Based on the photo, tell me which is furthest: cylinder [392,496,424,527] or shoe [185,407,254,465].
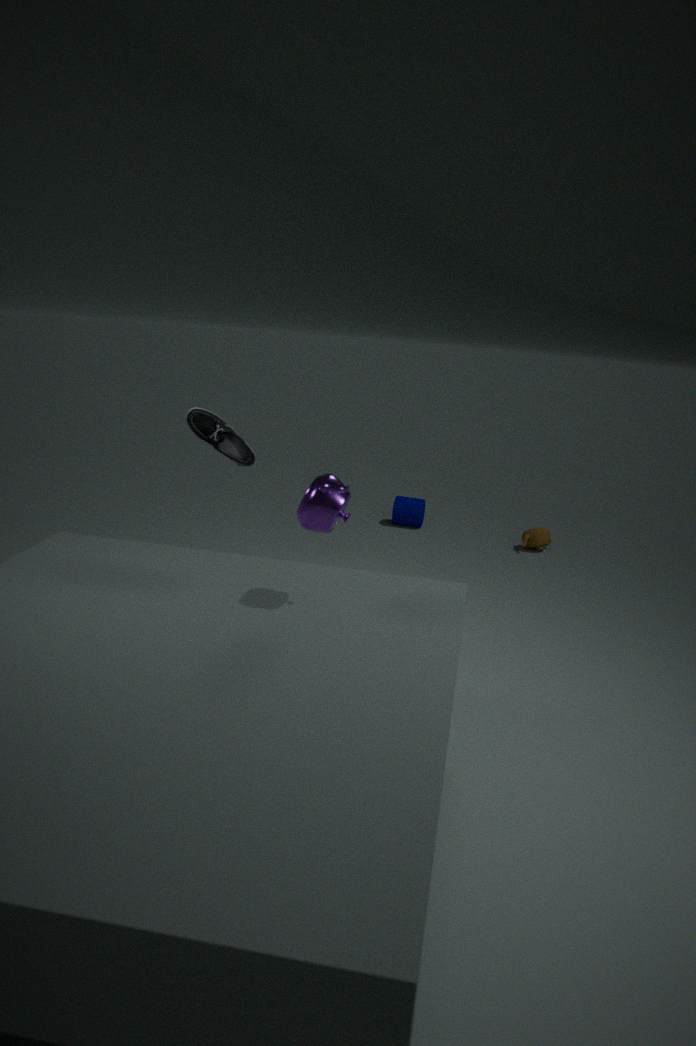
cylinder [392,496,424,527]
